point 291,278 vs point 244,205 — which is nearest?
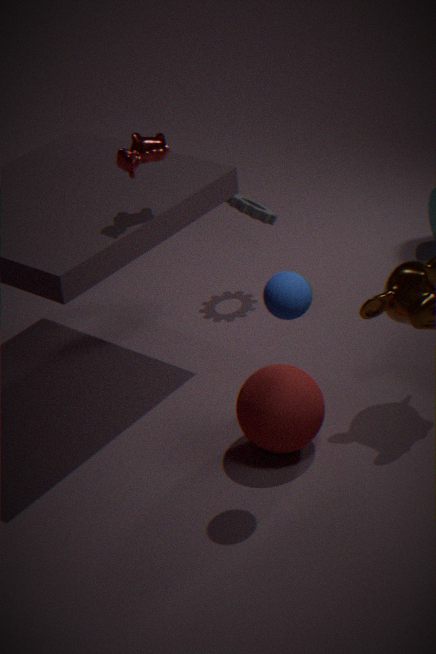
point 291,278
